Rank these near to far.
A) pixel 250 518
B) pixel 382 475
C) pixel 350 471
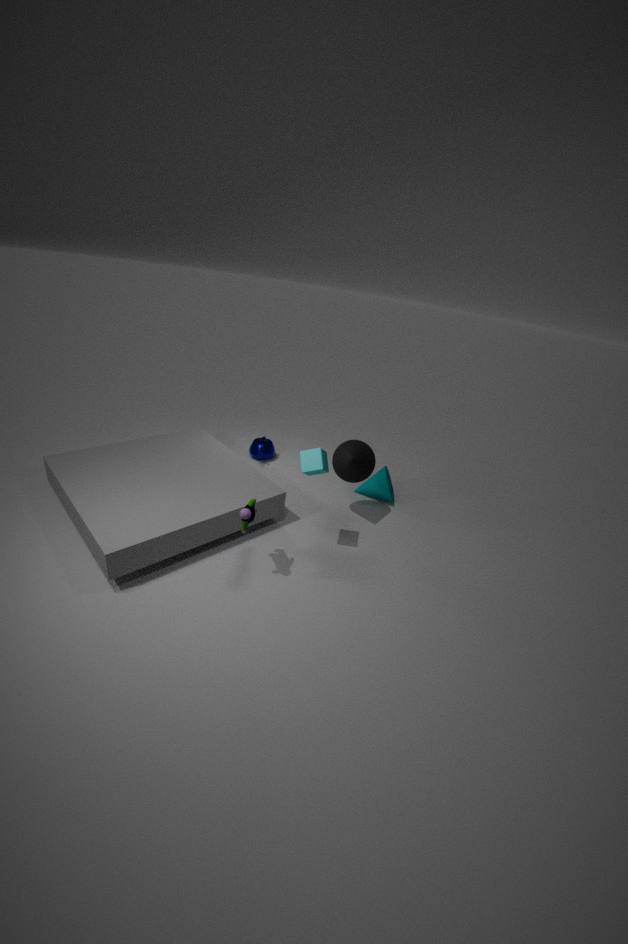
pixel 250 518, pixel 350 471, pixel 382 475
